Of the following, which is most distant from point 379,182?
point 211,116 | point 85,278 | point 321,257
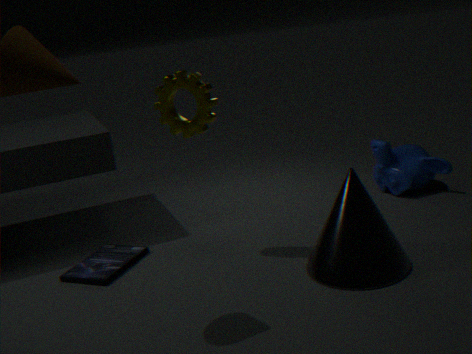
point 85,278
